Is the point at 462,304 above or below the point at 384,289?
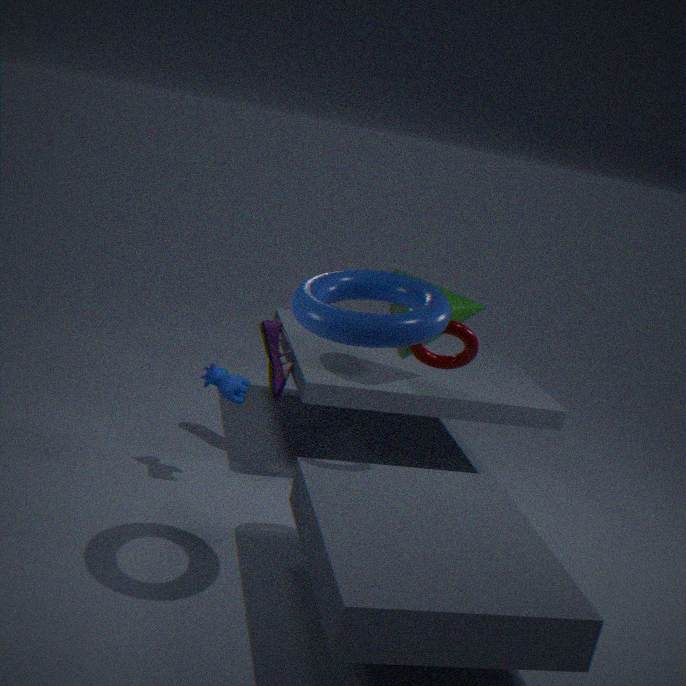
below
